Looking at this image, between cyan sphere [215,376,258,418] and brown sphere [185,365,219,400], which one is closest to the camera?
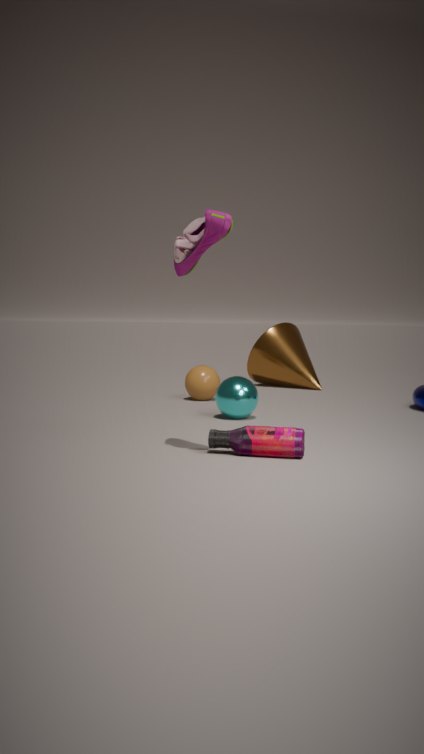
cyan sphere [215,376,258,418]
